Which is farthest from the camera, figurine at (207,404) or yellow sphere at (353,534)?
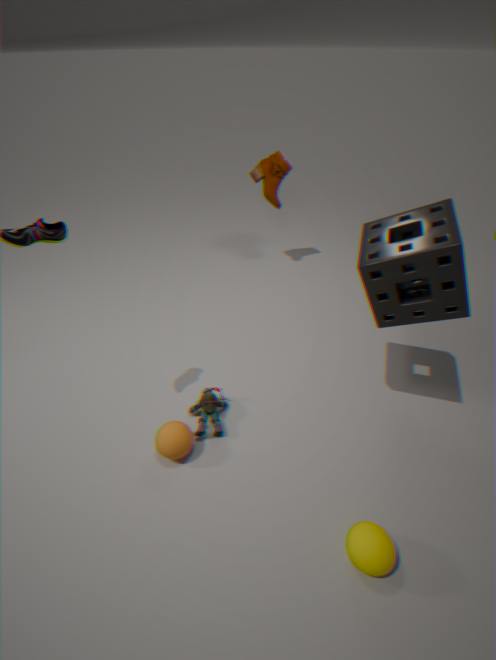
figurine at (207,404)
